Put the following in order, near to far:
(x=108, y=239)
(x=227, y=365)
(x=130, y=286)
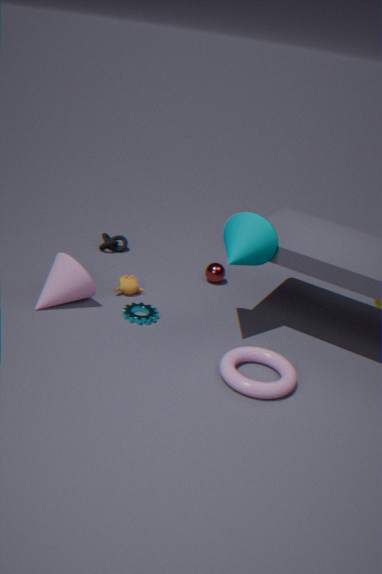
(x=227, y=365)
(x=130, y=286)
(x=108, y=239)
